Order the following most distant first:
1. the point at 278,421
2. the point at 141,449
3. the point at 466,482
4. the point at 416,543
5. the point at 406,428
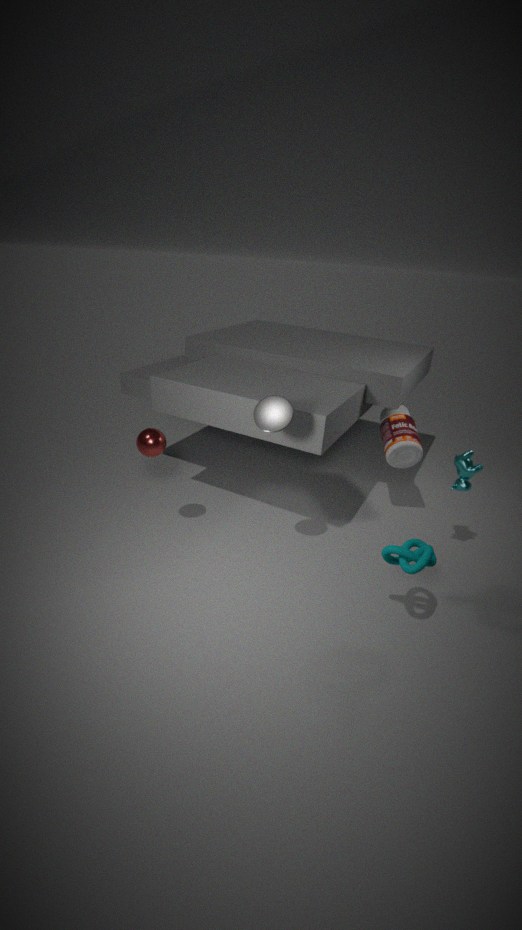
the point at 406,428 → the point at 466,482 → the point at 141,449 → the point at 278,421 → the point at 416,543
